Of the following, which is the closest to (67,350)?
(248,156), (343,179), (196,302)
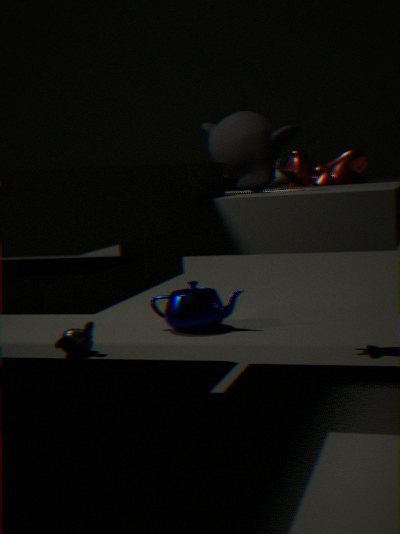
(196,302)
